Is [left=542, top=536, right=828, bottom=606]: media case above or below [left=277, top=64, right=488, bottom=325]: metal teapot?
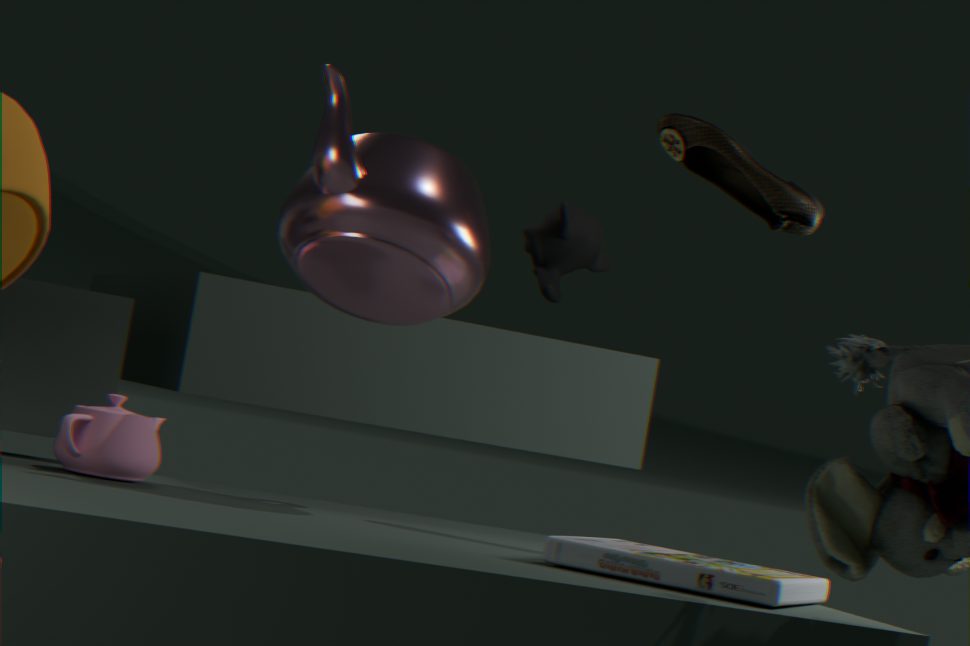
below
